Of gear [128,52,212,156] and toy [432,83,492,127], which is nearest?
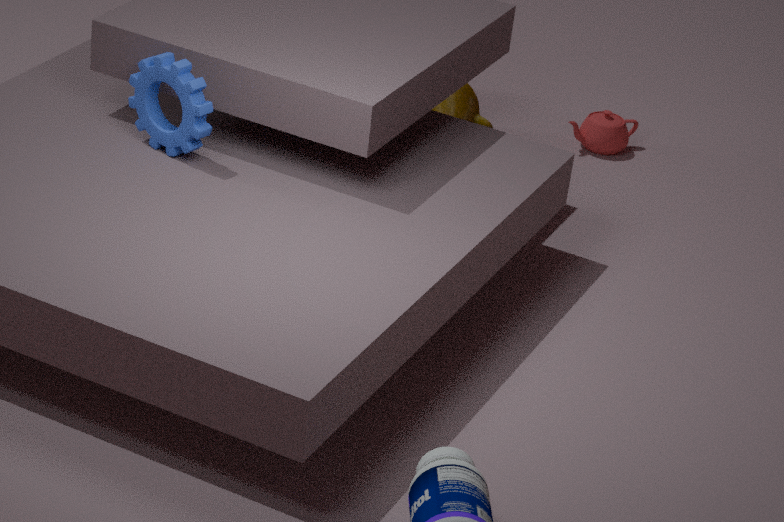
gear [128,52,212,156]
